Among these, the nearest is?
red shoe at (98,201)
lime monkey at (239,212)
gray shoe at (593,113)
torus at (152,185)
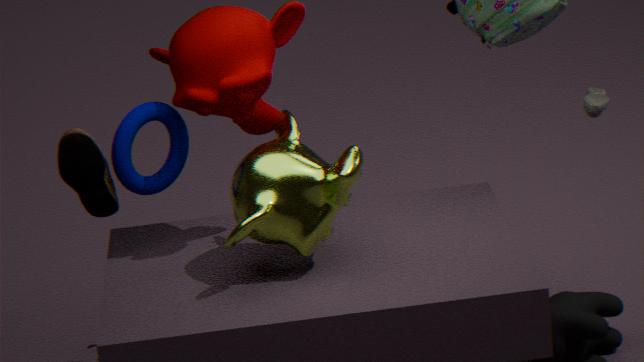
lime monkey at (239,212)
